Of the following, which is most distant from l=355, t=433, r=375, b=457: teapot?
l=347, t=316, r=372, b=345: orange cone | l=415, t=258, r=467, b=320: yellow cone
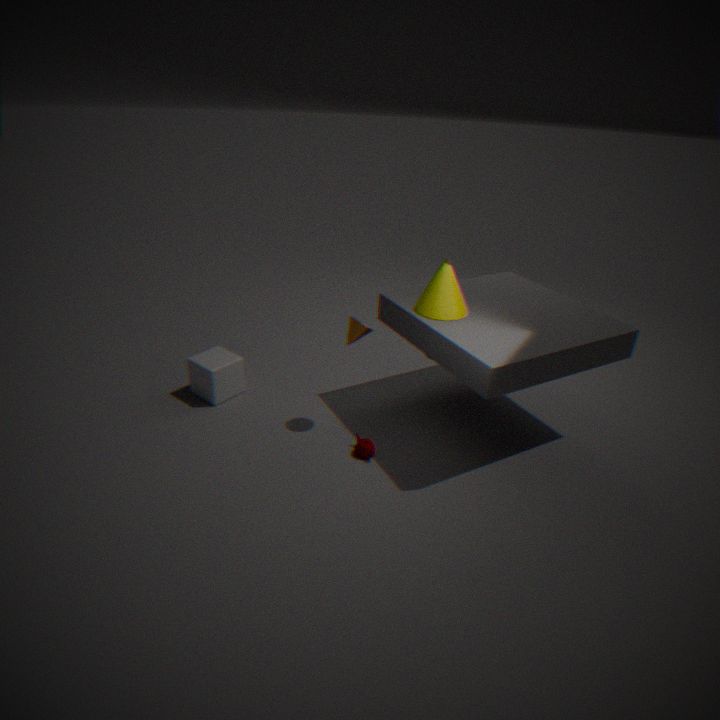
l=415, t=258, r=467, b=320: yellow cone
